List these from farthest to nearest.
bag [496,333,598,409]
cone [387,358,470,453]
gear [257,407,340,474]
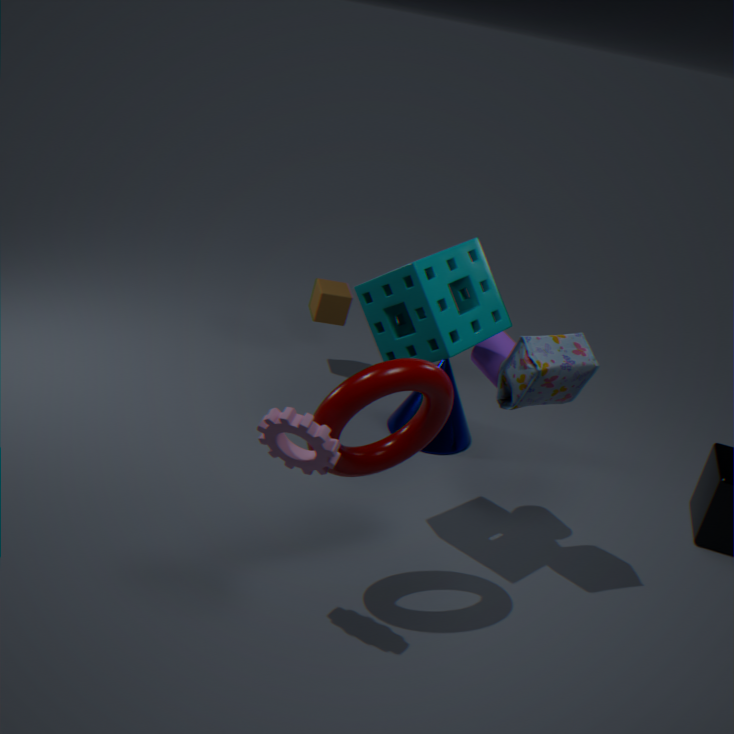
cone [387,358,470,453] < bag [496,333,598,409] < gear [257,407,340,474]
